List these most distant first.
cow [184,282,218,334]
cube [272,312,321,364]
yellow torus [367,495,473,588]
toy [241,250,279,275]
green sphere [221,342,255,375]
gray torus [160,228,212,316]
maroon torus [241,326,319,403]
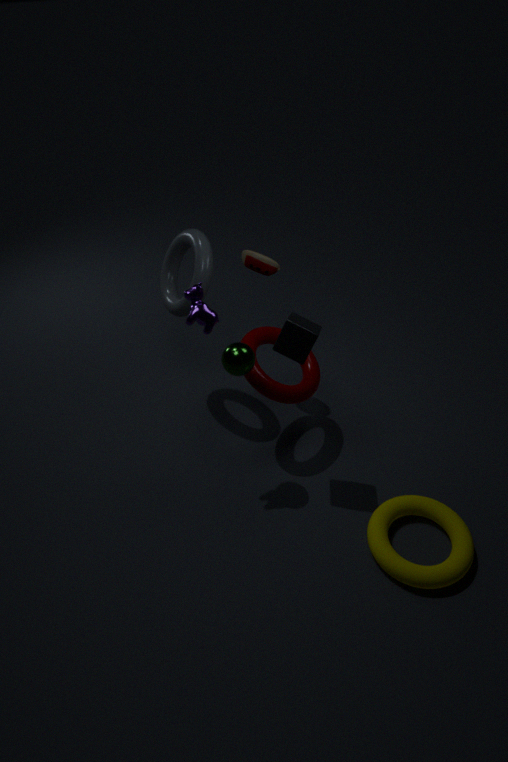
toy [241,250,279,275]
gray torus [160,228,212,316]
maroon torus [241,326,319,403]
green sphere [221,342,255,375]
cube [272,312,321,364]
cow [184,282,218,334]
yellow torus [367,495,473,588]
